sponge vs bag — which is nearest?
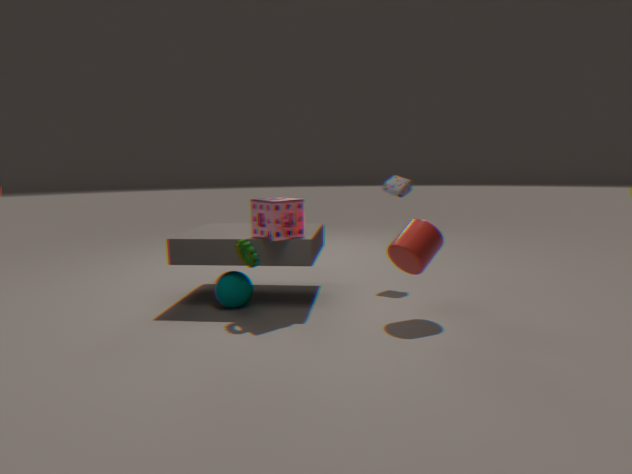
sponge
